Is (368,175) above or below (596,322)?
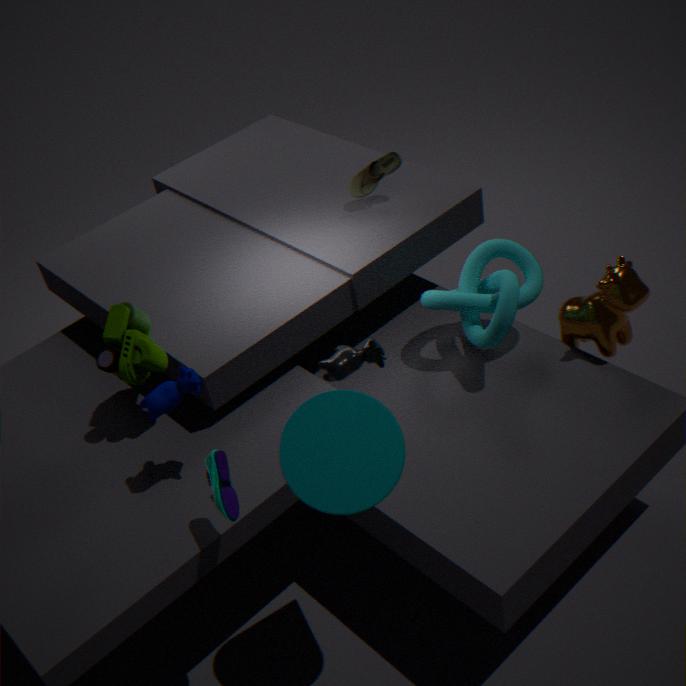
above
